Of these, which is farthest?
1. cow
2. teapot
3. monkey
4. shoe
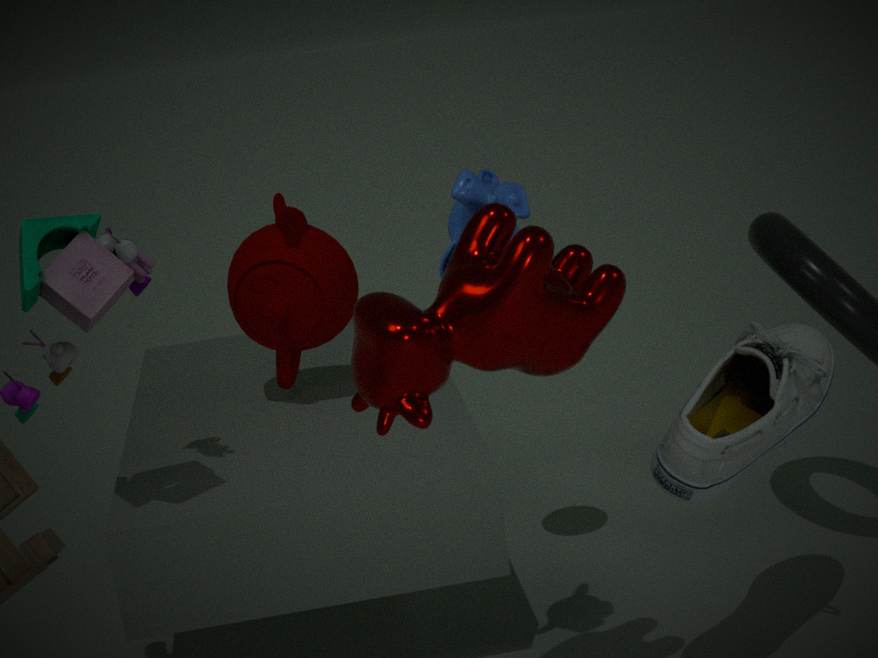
teapot
